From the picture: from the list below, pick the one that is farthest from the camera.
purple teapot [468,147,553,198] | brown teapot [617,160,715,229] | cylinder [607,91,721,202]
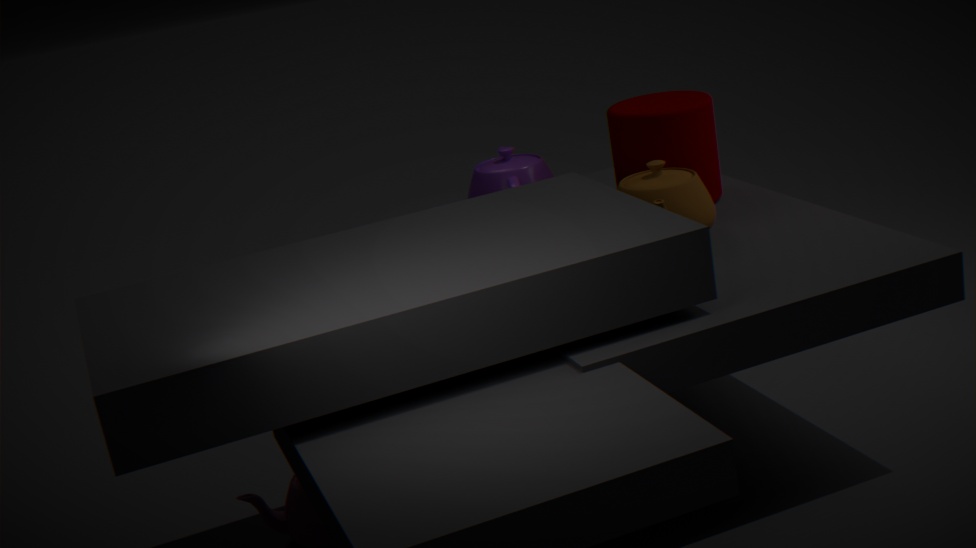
purple teapot [468,147,553,198]
